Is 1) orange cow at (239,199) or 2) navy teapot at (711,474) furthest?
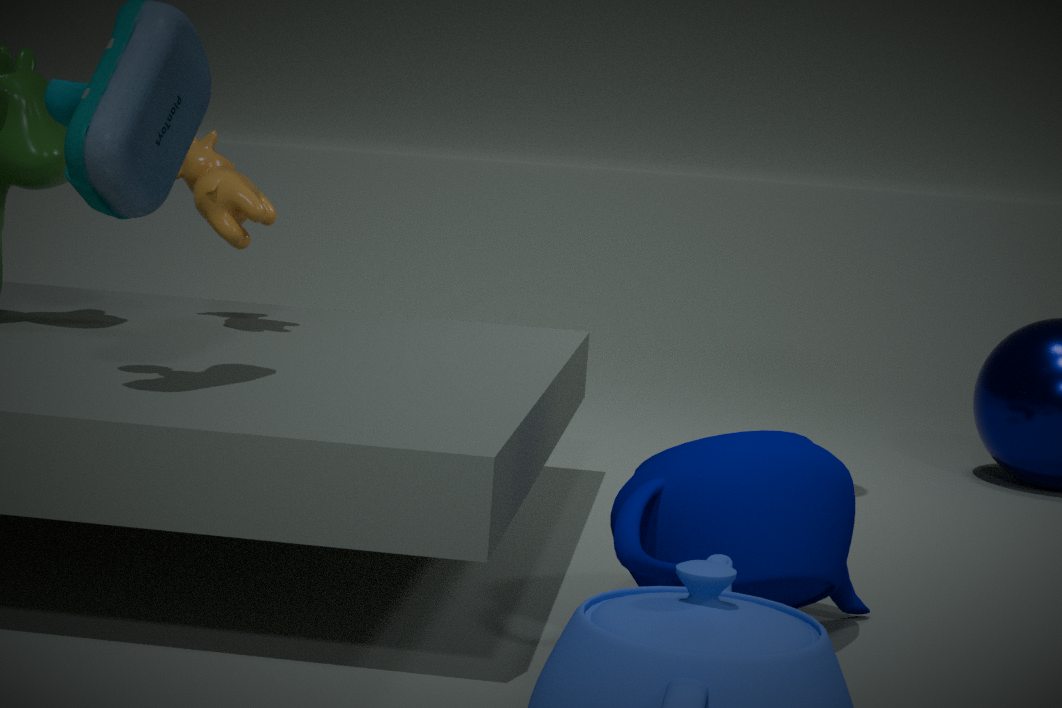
1. orange cow at (239,199)
